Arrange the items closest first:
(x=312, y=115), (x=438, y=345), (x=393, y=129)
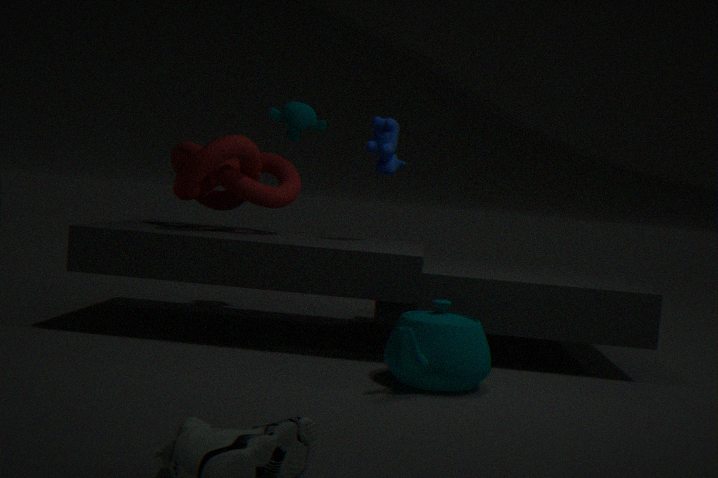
(x=438, y=345), (x=393, y=129), (x=312, y=115)
